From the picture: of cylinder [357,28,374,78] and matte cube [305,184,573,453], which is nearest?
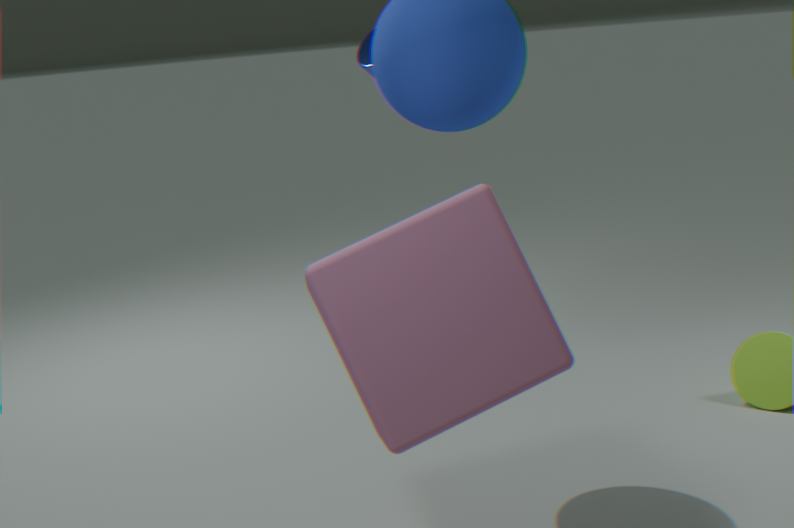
matte cube [305,184,573,453]
